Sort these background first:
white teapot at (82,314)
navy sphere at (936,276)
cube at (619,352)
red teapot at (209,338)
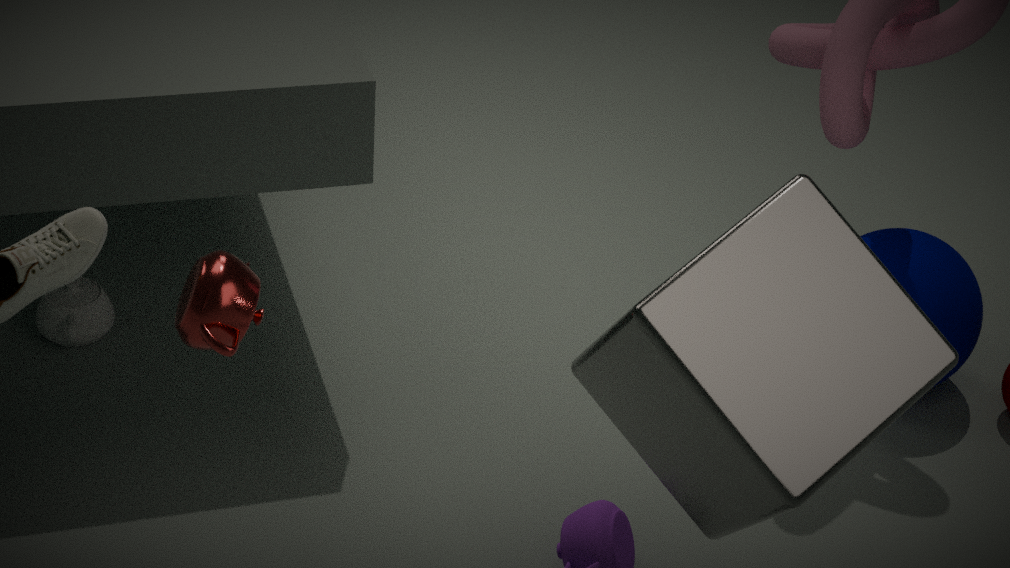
1. white teapot at (82,314)
2. navy sphere at (936,276)
3. red teapot at (209,338)
4. cube at (619,352)
